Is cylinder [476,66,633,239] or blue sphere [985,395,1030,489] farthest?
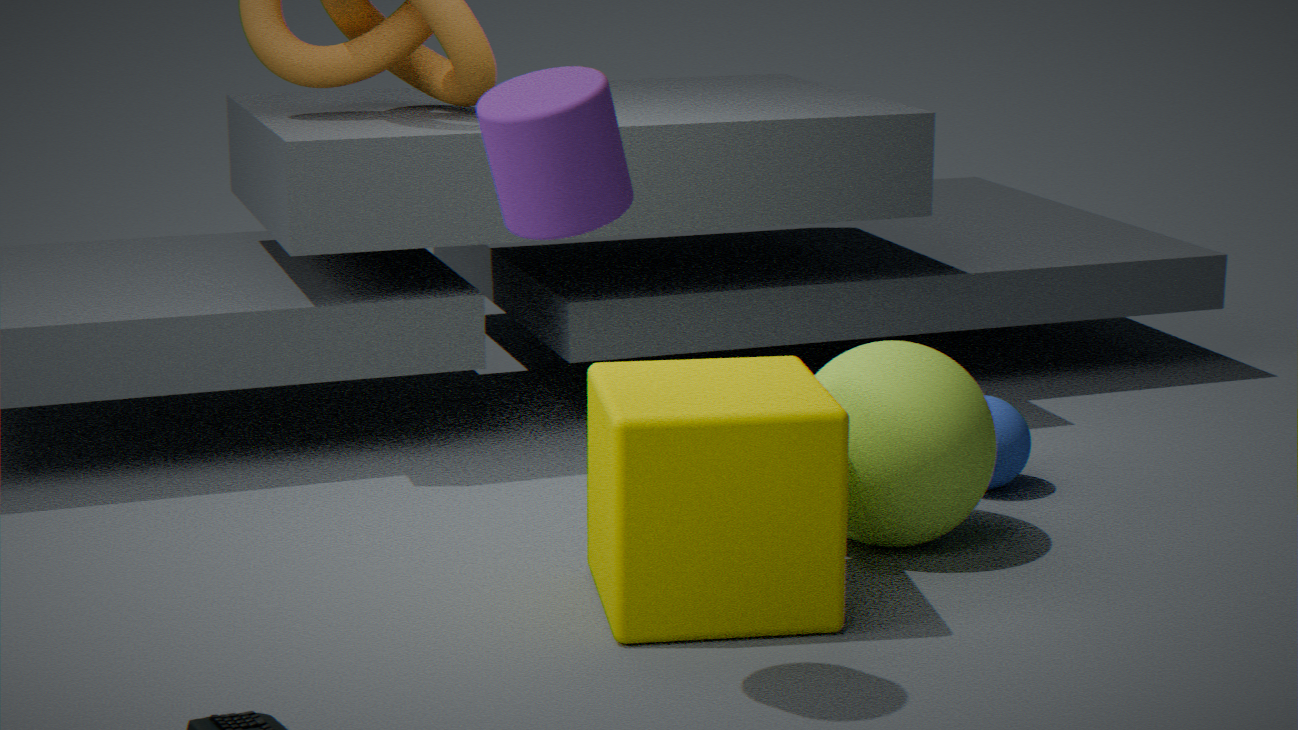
blue sphere [985,395,1030,489]
